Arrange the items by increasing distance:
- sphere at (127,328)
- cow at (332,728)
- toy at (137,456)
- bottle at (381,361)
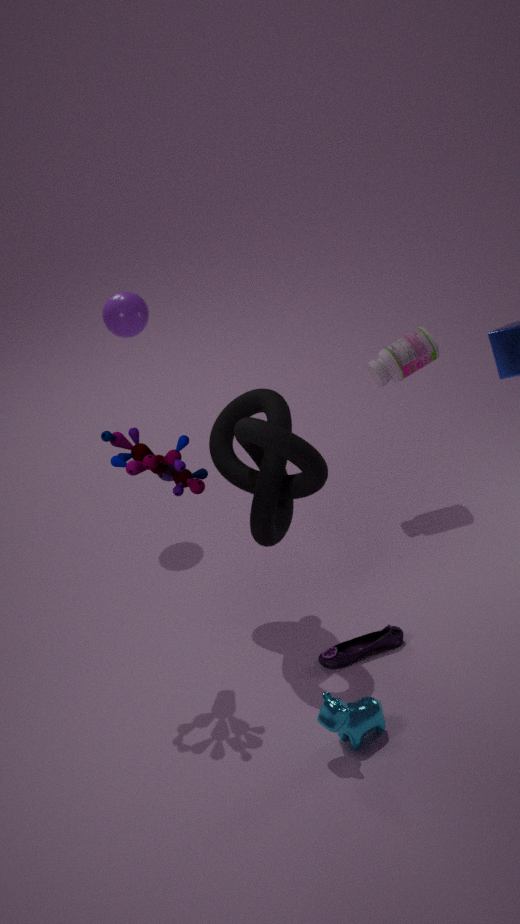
cow at (332,728)
toy at (137,456)
bottle at (381,361)
sphere at (127,328)
